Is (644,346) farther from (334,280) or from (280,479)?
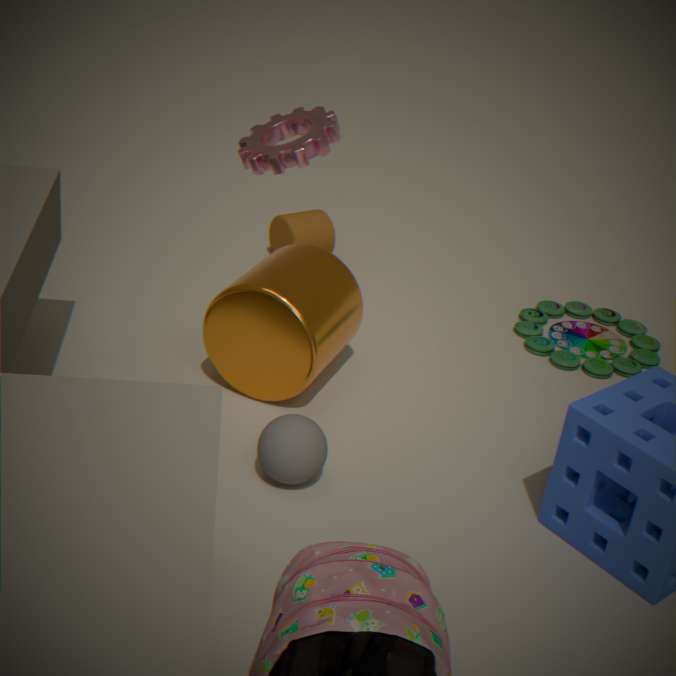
(280,479)
